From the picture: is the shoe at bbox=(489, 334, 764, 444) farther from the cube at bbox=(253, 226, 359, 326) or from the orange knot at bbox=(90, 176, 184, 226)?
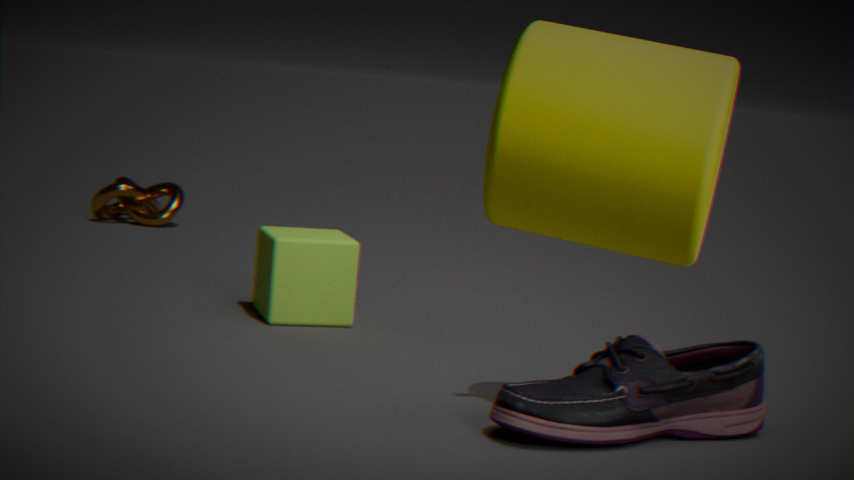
the orange knot at bbox=(90, 176, 184, 226)
